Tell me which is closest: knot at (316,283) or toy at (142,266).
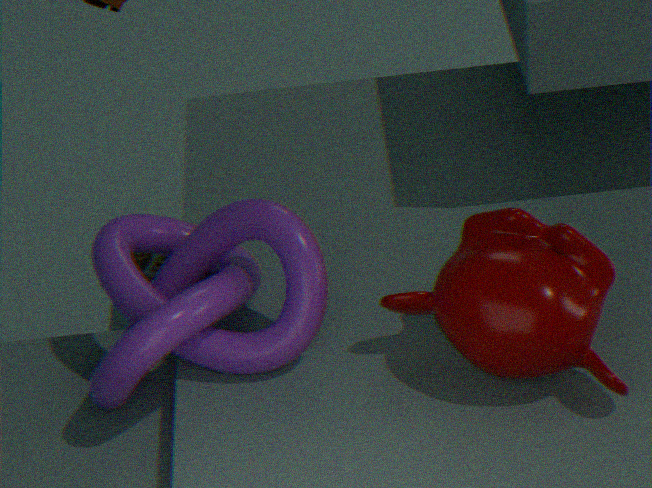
knot at (316,283)
